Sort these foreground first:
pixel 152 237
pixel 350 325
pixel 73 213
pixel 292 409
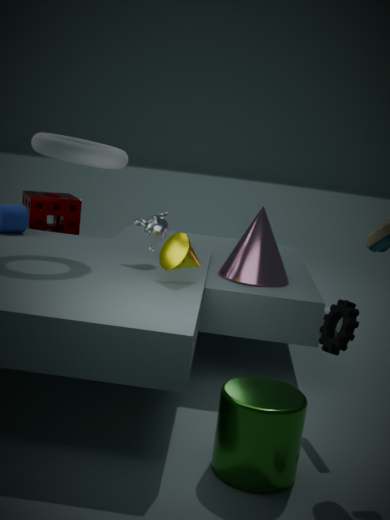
pixel 292 409, pixel 350 325, pixel 152 237, pixel 73 213
